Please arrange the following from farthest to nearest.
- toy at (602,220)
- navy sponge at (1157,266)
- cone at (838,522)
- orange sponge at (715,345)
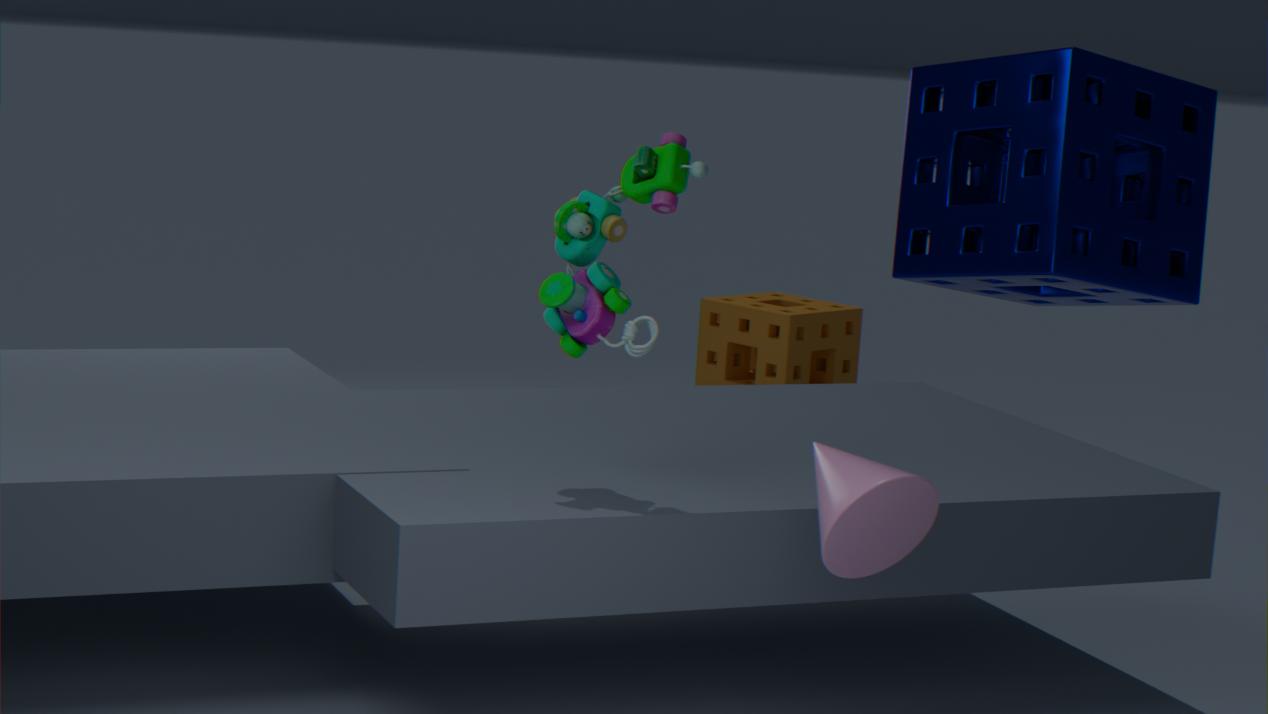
orange sponge at (715,345)
toy at (602,220)
navy sponge at (1157,266)
cone at (838,522)
